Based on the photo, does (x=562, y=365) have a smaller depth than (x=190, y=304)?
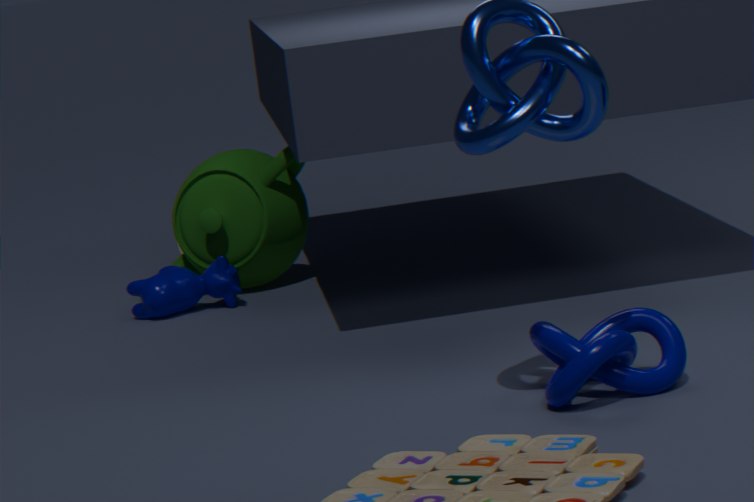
Yes
